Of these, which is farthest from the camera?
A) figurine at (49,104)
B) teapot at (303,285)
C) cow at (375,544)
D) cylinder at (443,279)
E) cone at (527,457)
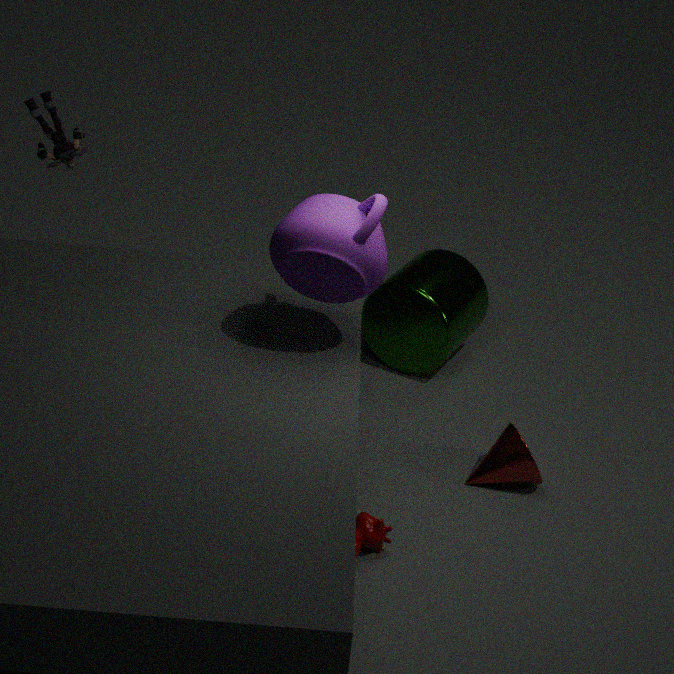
cylinder at (443,279)
